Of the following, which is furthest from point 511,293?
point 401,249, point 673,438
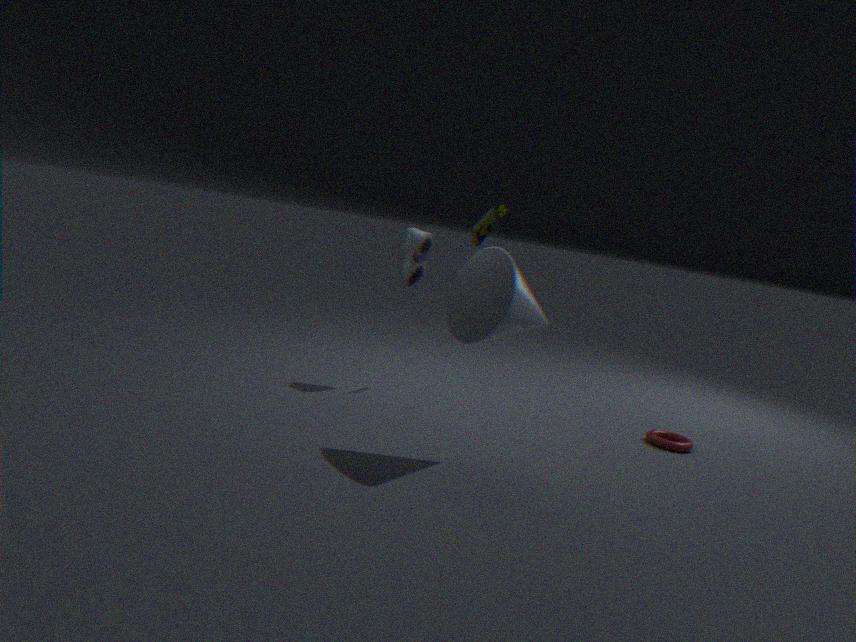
point 673,438
